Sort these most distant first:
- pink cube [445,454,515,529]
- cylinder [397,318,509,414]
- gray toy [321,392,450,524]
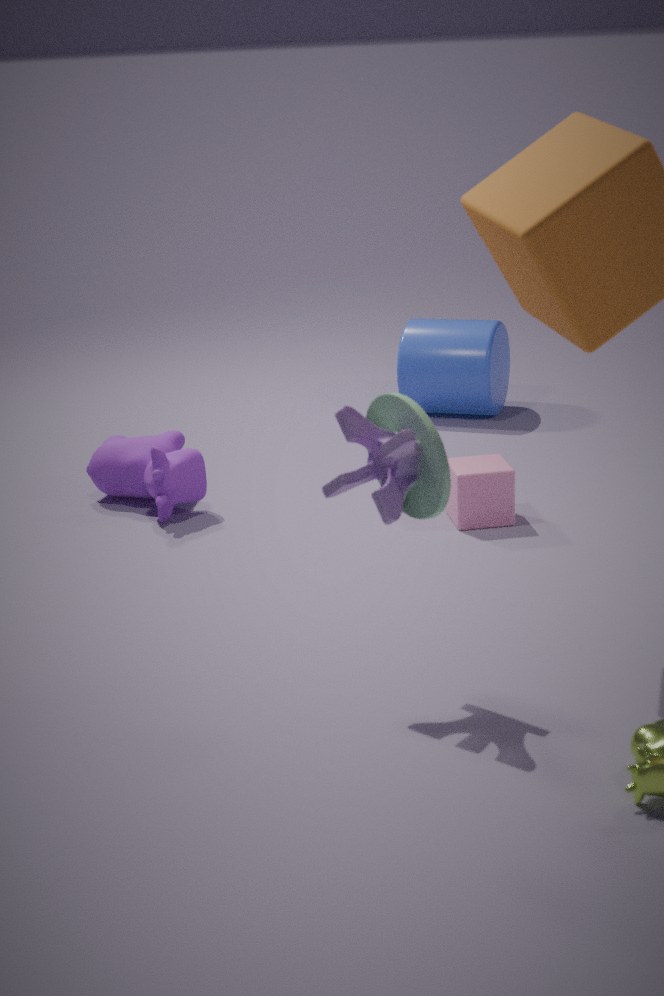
cylinder [397,318,509,414] < pink cube [445,454,515,529] < gray toy [321,392,450,524]
